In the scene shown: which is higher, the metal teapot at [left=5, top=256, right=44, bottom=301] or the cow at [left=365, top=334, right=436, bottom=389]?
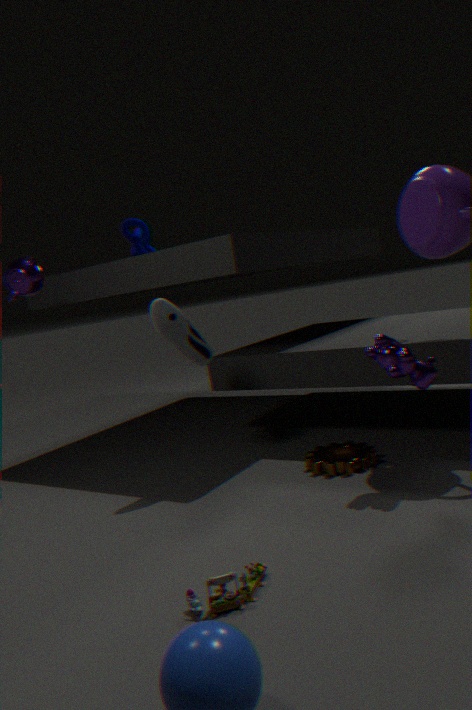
the metal teapot at [left=5, top=256, right=44, bottom=301]
